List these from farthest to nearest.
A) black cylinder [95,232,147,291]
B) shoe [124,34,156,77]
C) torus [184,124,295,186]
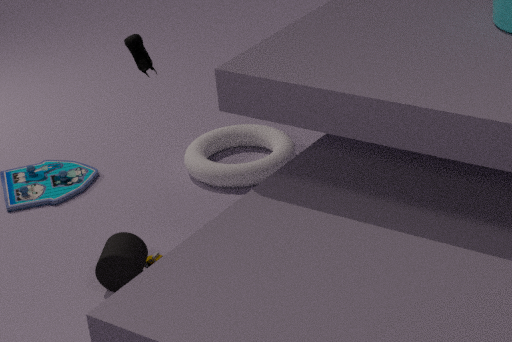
torus [184,124,295,186] < black cylinder [95,232,147,291] < shoe [124,34,156,77]
